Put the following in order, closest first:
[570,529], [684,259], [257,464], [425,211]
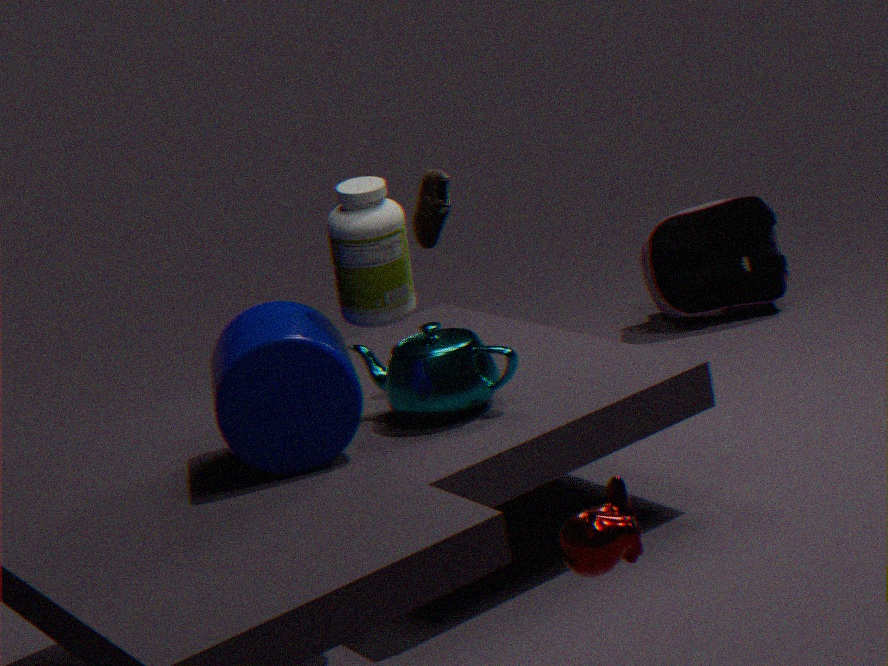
[570,529] < [257,464] < [425,211] < [684,259]
